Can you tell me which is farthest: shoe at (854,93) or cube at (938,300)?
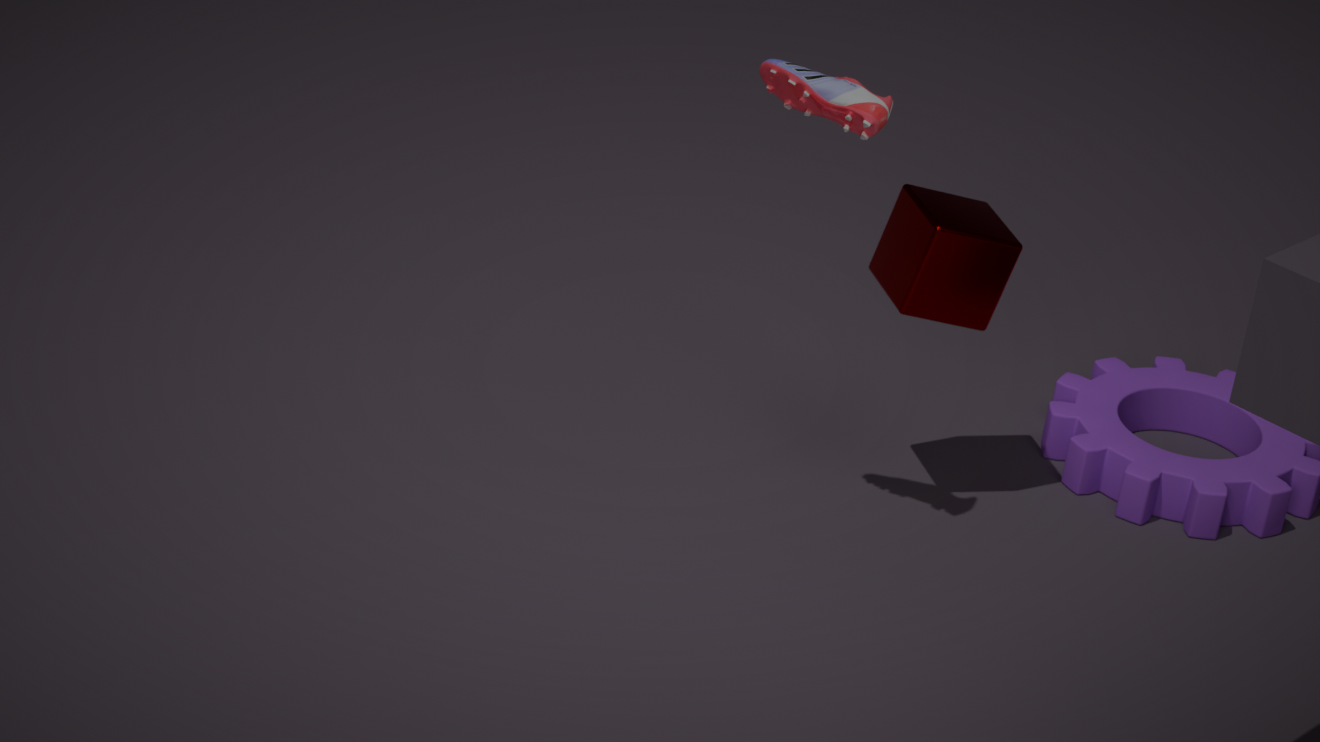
cube at (938,300)
